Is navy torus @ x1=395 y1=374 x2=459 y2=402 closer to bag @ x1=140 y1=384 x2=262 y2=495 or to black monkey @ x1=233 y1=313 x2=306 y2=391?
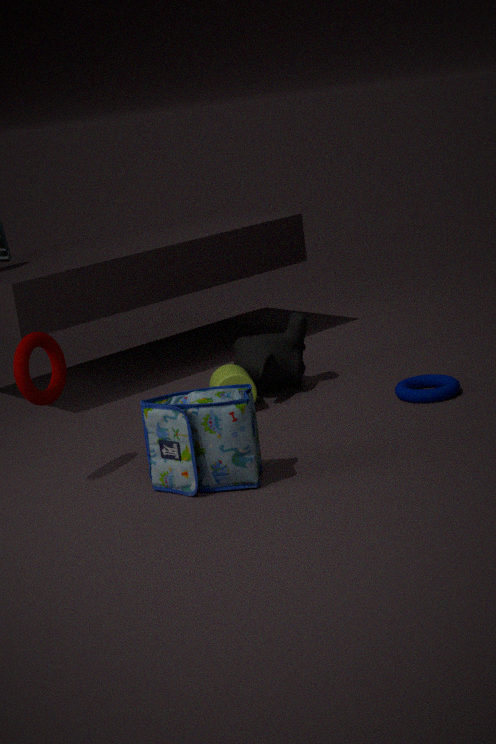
black monkey @ x1=233 y1=313 x2=306 y2=391
